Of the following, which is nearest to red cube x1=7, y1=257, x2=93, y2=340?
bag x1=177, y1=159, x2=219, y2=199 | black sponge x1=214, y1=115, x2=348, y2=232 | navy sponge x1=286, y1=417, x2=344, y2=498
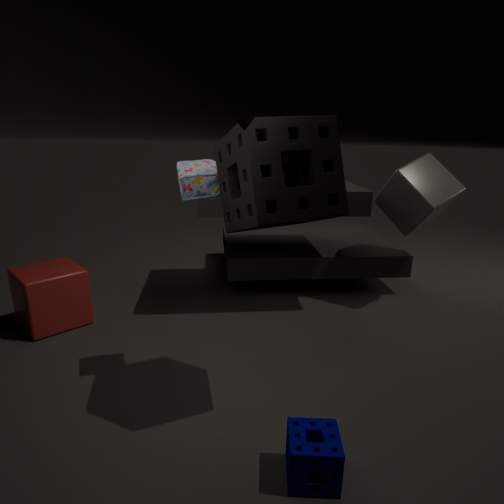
bag x1=177, y1=159, x2=219, y2=199
